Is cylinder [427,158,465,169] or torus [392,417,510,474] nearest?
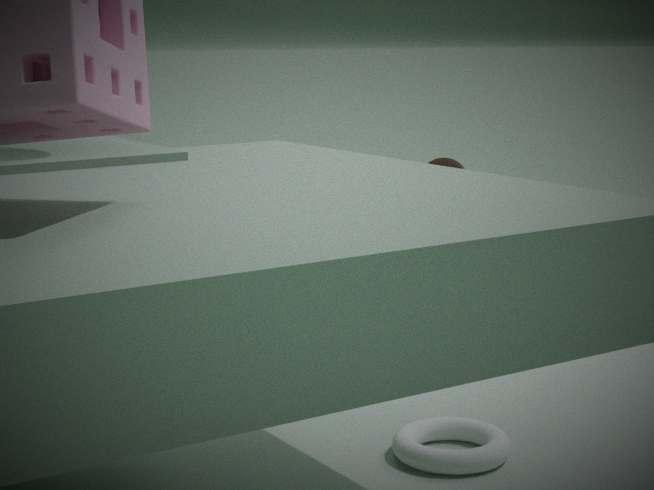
torus [392,417,510,474]
